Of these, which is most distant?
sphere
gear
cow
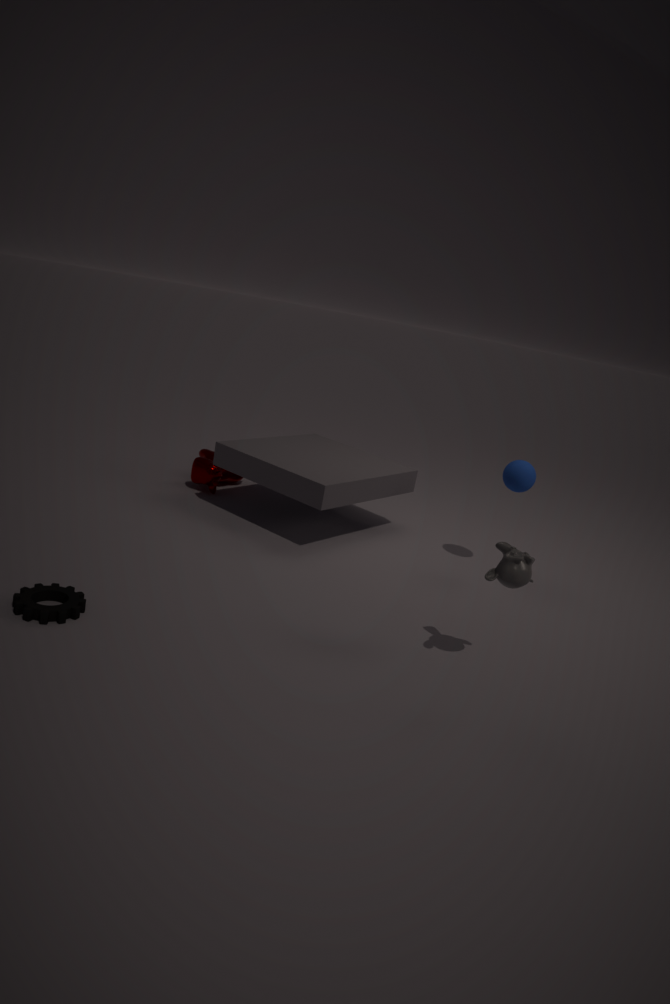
cow
